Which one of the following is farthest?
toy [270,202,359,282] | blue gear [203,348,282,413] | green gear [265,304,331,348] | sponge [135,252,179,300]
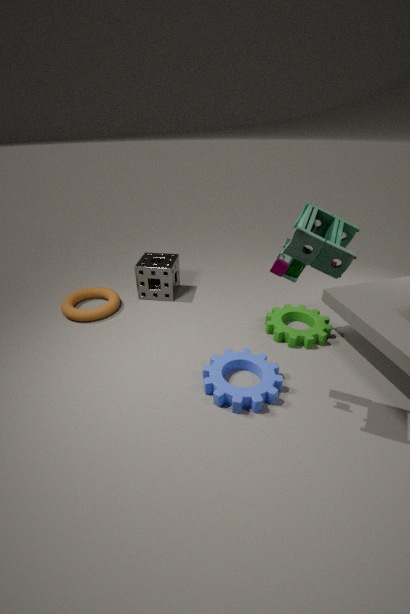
sponge [135,252,179,300]
